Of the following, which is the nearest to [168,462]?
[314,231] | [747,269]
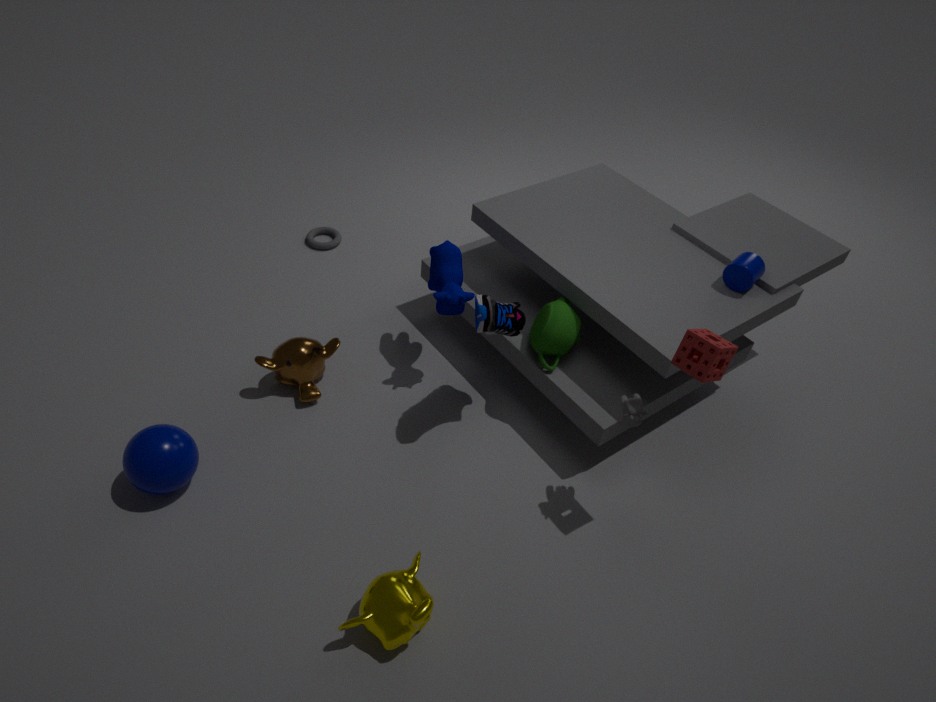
[314,231]
